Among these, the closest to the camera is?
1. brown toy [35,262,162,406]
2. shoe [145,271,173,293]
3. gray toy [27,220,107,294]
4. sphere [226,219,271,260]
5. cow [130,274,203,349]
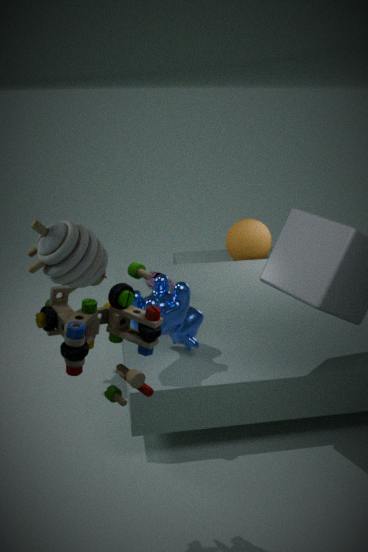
brown toy [35,262,162,406]
